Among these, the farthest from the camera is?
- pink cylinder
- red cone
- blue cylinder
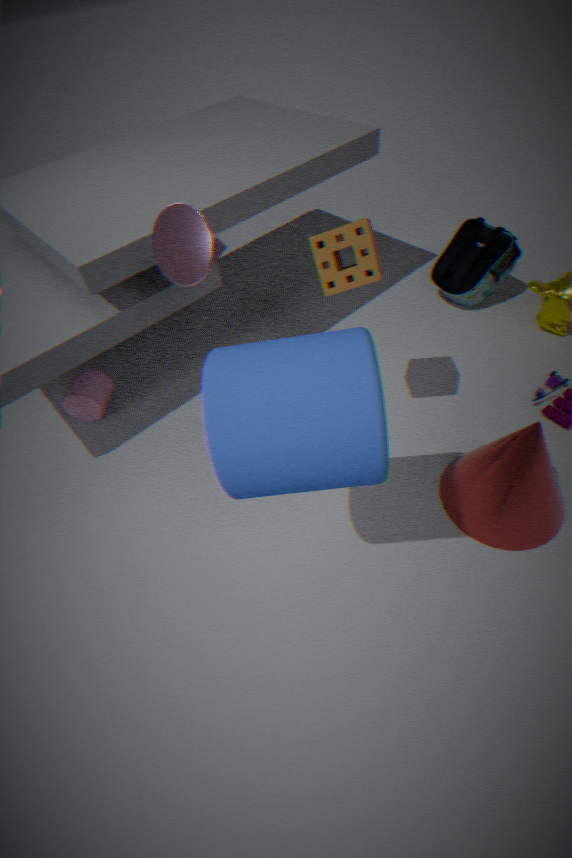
pink cylinder
